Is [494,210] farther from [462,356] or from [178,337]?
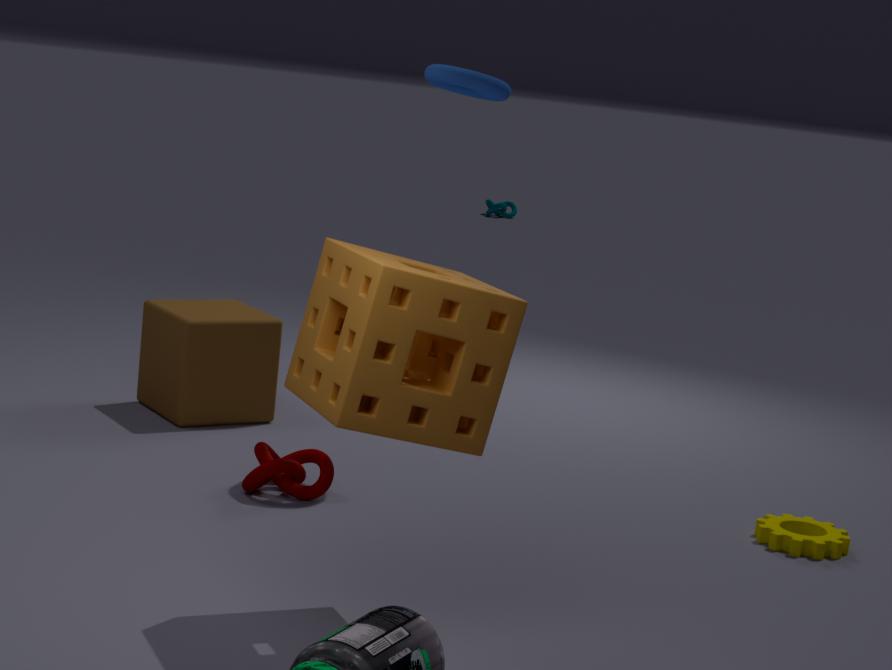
[462,356]
